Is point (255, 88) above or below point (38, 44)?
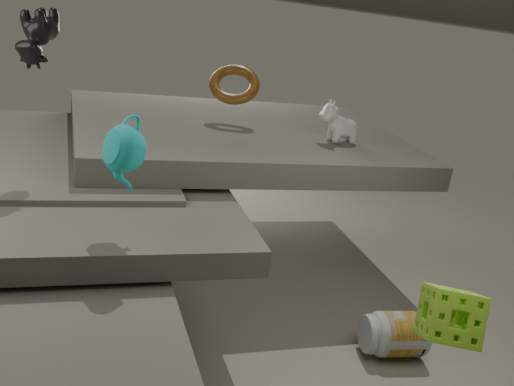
below
